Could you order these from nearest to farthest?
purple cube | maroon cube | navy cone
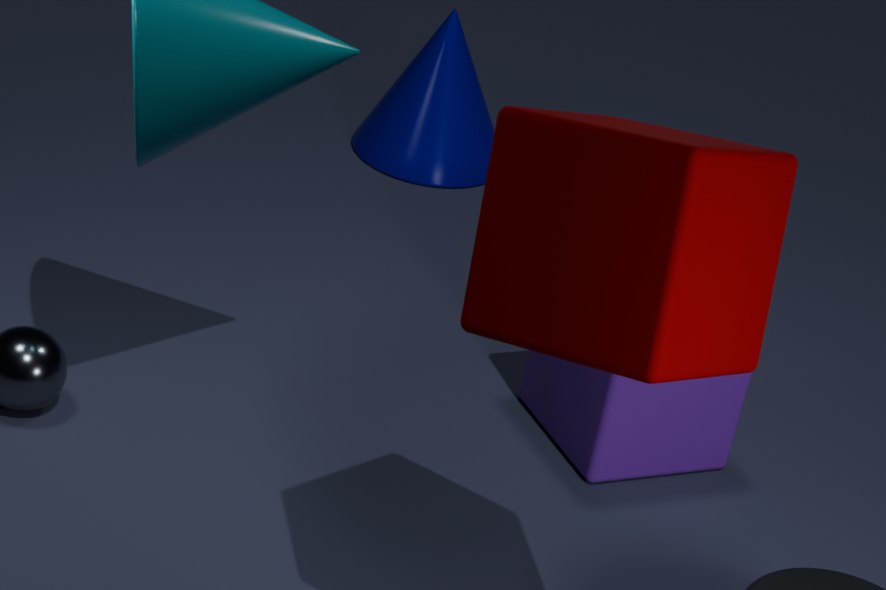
1. maroon cube
2. purple cube
3. navy cone
